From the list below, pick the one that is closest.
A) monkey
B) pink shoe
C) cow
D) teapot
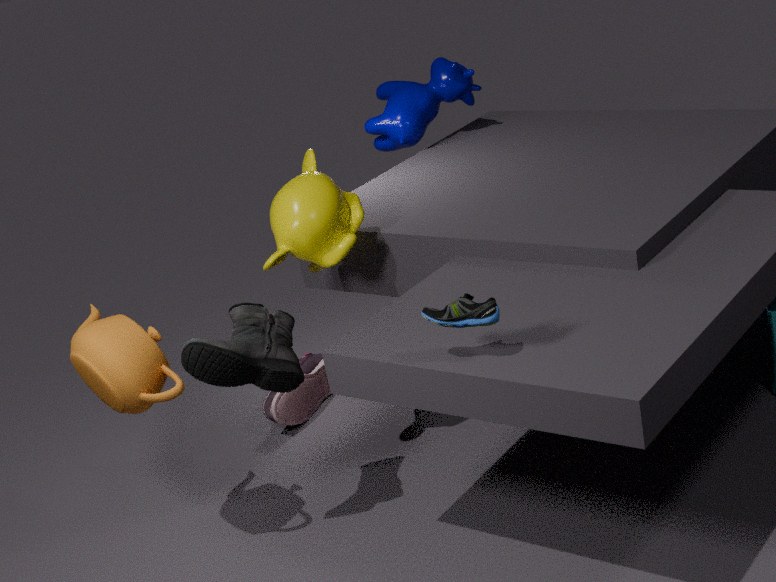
teapot
